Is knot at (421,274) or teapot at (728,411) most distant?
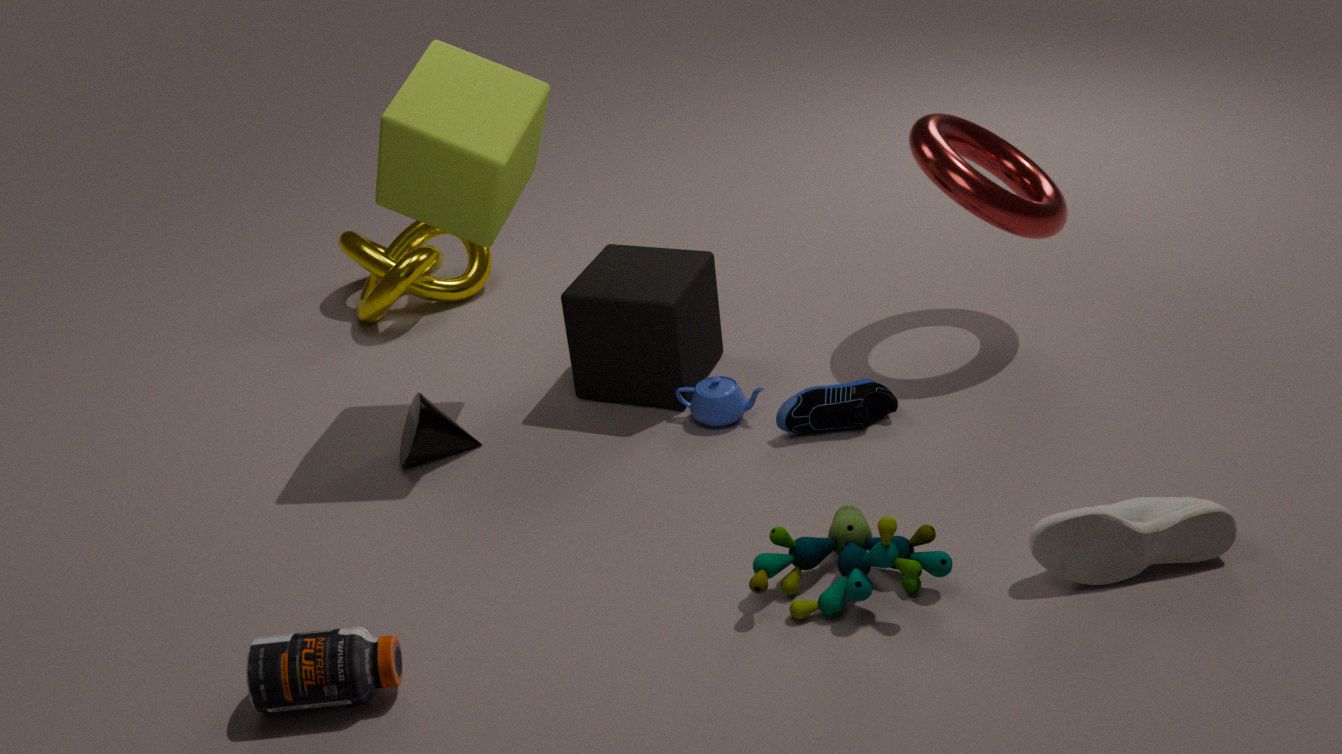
knot at (421,274)
